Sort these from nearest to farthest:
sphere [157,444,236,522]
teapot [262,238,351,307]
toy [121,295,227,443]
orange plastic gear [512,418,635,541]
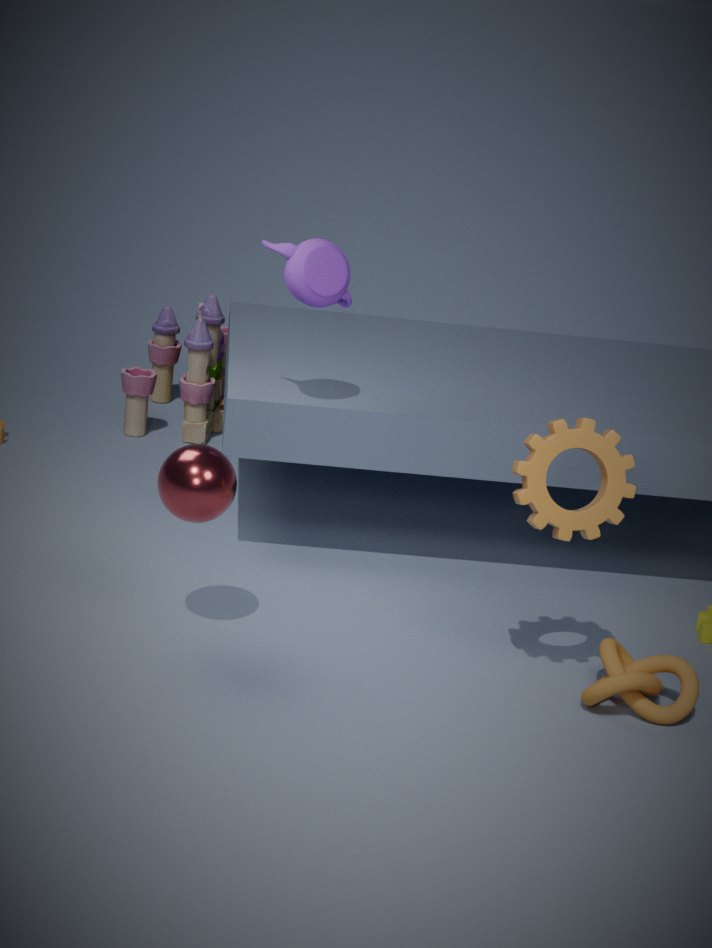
orange plastic gear [512,418,635,541], sphere [157,444,236,522], teapot [262,238,351,307], toy [121,295,227,443]
